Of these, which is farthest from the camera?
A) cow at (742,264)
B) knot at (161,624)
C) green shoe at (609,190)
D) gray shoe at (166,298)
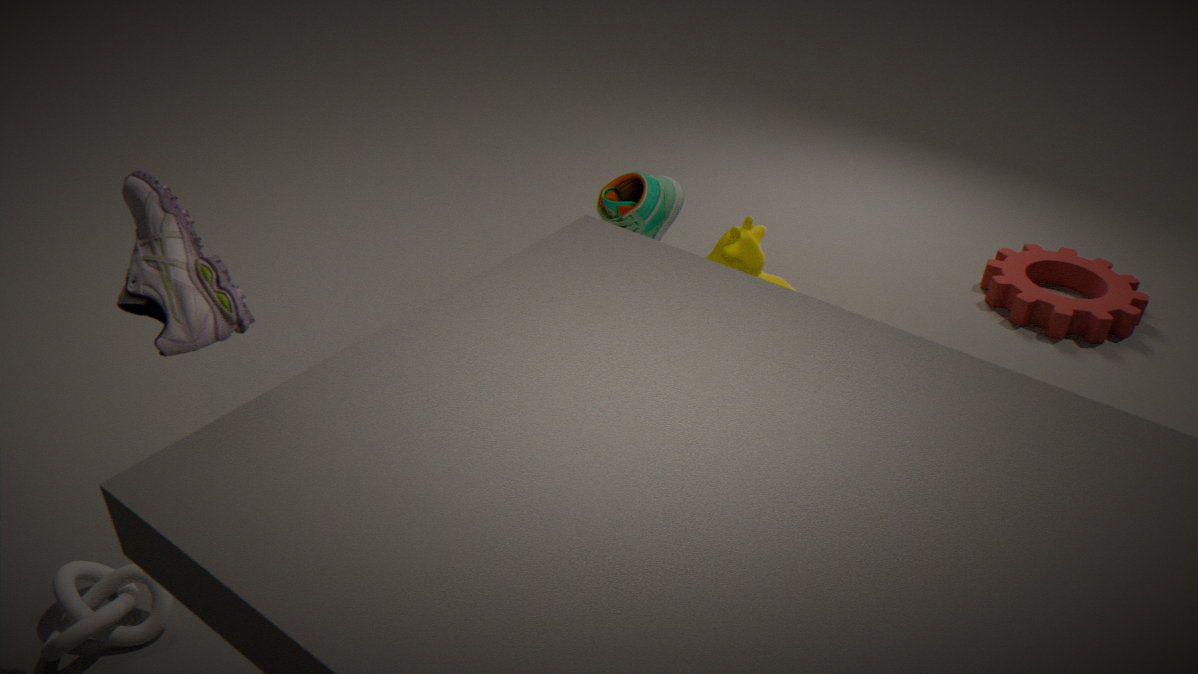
cow at (742,264)
